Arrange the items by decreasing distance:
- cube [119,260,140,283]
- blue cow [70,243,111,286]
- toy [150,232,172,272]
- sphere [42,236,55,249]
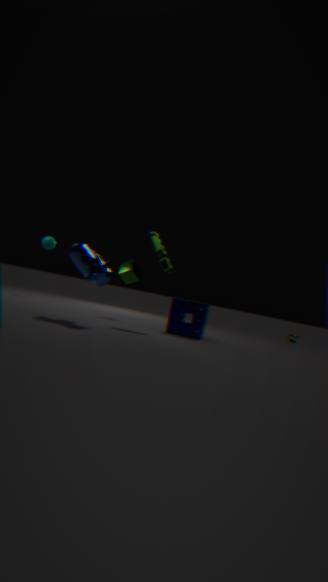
1. sphere [42,236,55,249]
2. cube [119,260,140,283]
3. toy [150,232,172,272]
4. blue cow [70,243,111,286]
